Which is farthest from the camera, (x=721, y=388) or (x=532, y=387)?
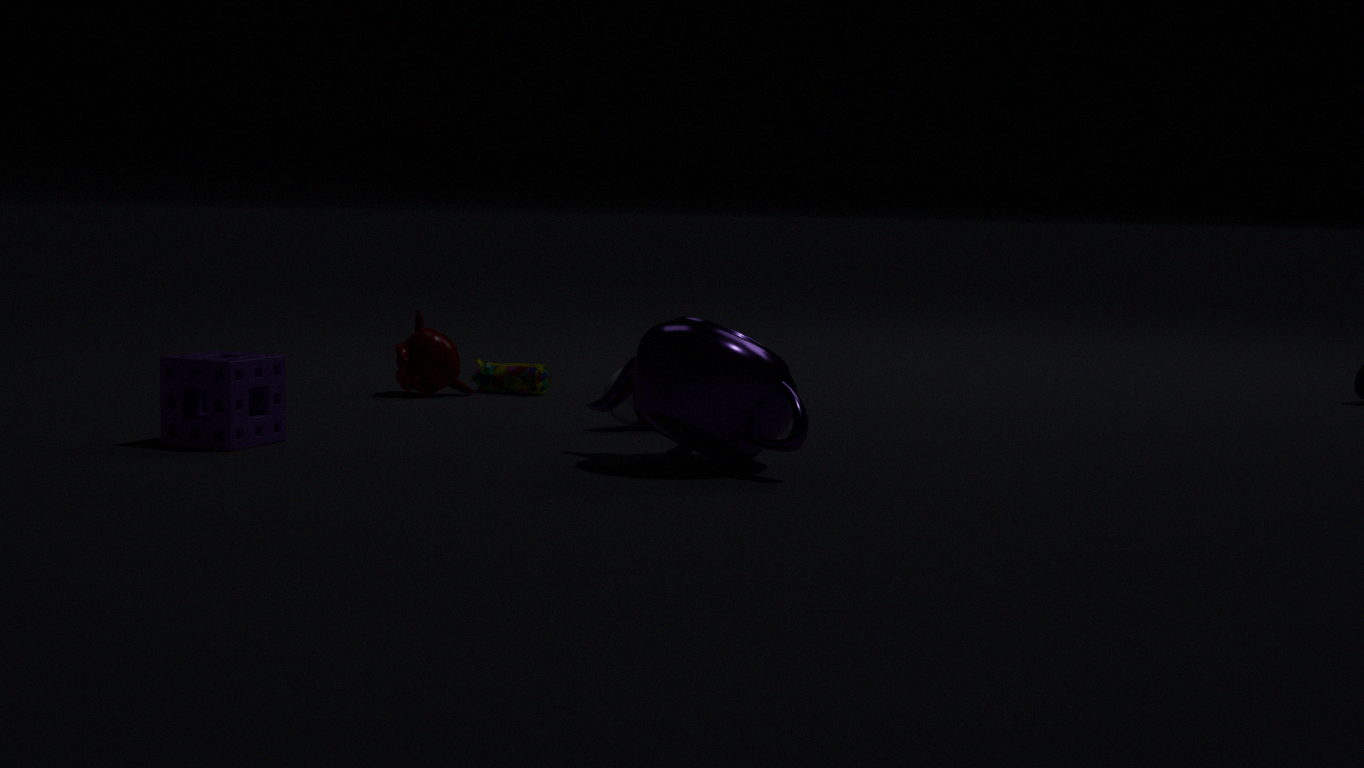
(x=532, y=387)
